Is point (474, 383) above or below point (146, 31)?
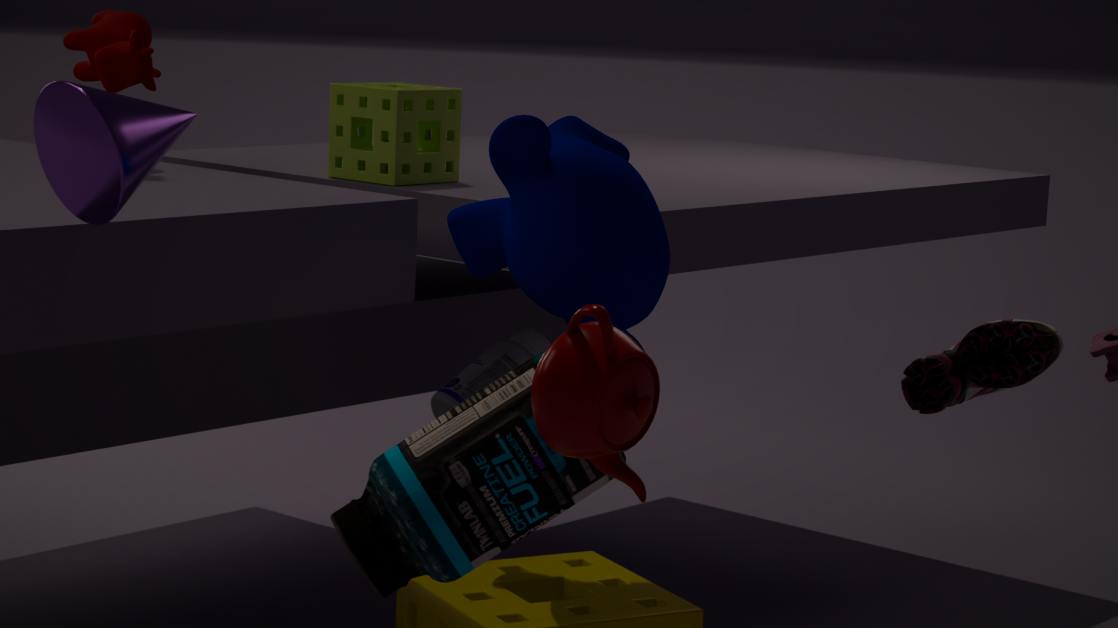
below
